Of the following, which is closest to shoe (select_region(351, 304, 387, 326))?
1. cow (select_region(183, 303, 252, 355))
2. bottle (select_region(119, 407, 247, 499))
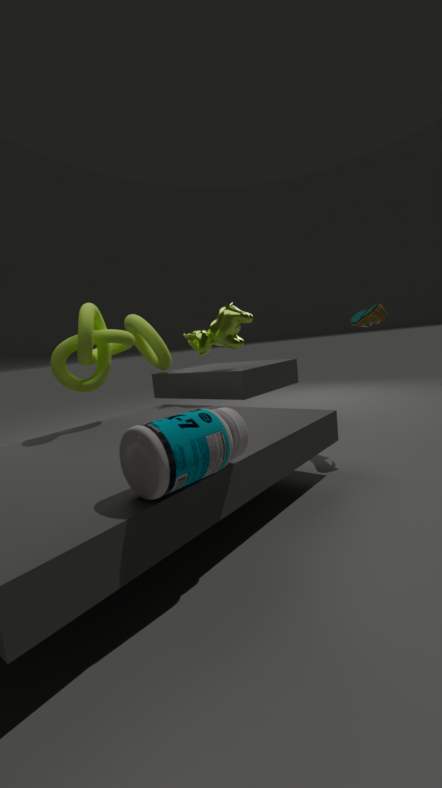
cow (select_region(183, 303, 252, 355))
